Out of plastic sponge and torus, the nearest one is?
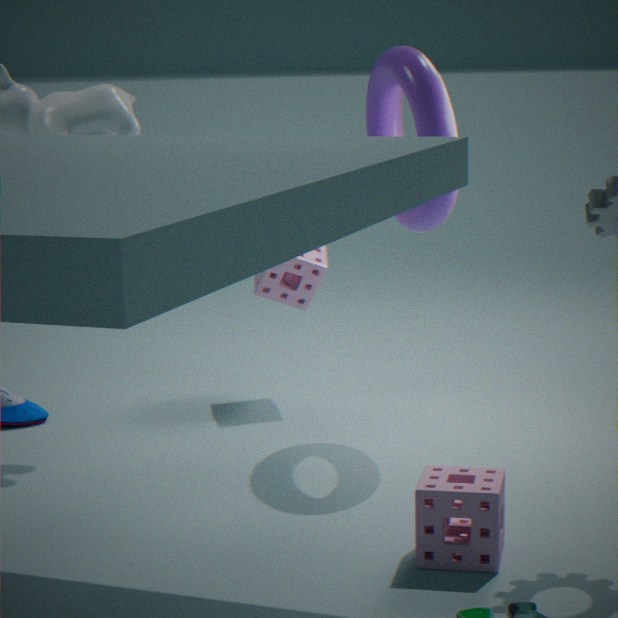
A: torus
